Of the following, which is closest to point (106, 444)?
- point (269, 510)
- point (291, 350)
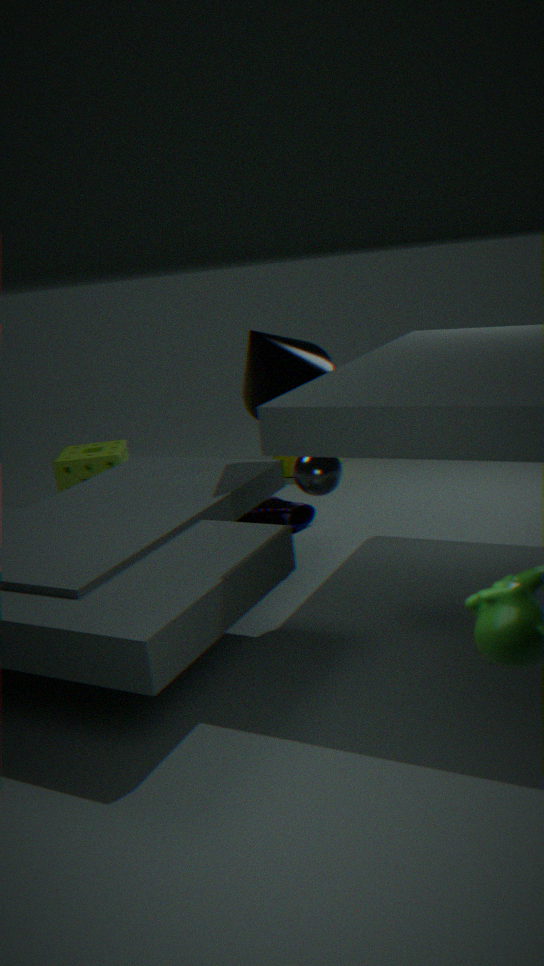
point (269, 510)
